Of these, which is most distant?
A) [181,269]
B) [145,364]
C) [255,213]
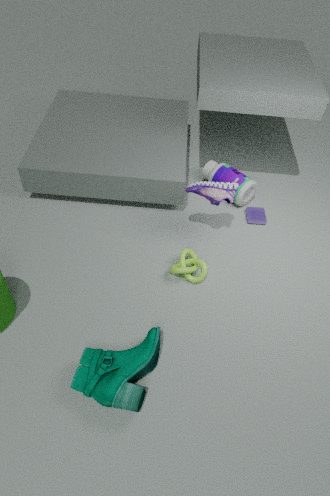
[255,213]
